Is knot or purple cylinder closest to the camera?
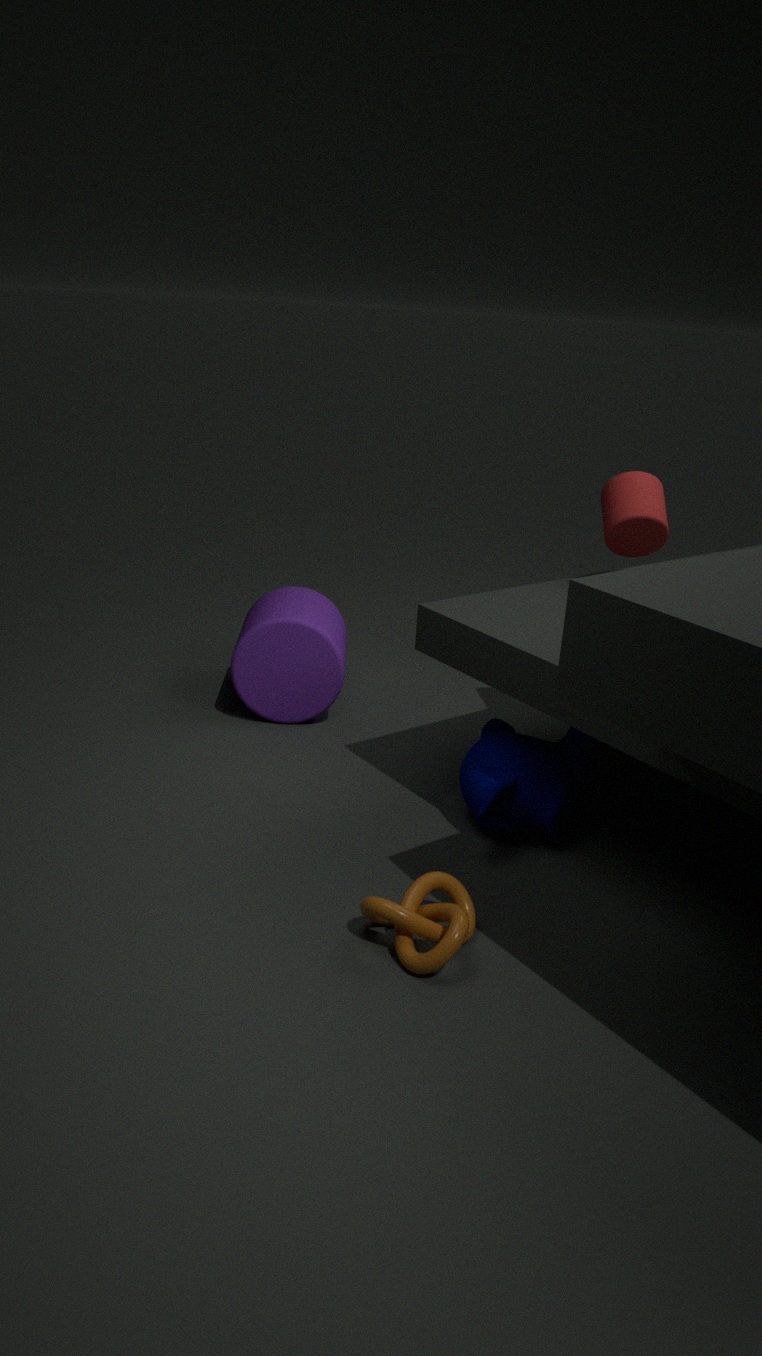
knot
